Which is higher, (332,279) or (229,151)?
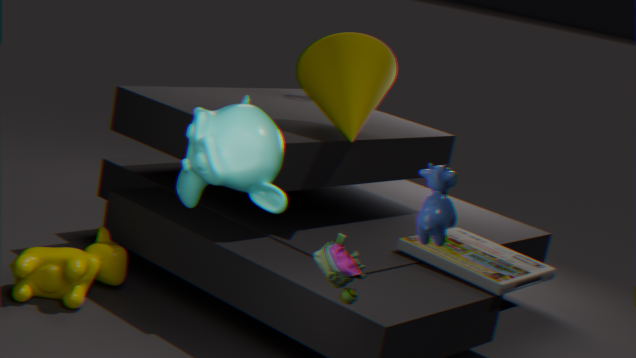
(229,151)
